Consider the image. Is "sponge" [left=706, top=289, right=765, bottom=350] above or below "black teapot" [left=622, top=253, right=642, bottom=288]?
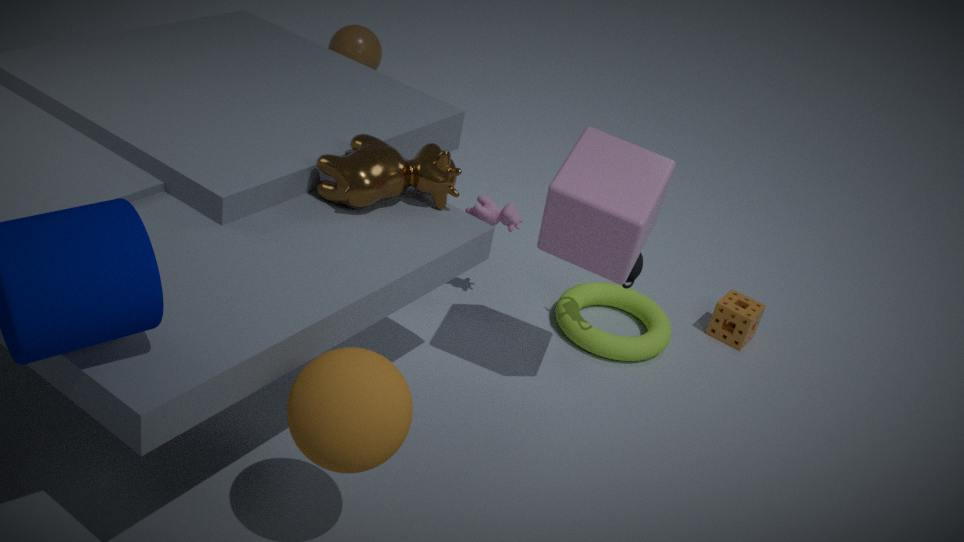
below
